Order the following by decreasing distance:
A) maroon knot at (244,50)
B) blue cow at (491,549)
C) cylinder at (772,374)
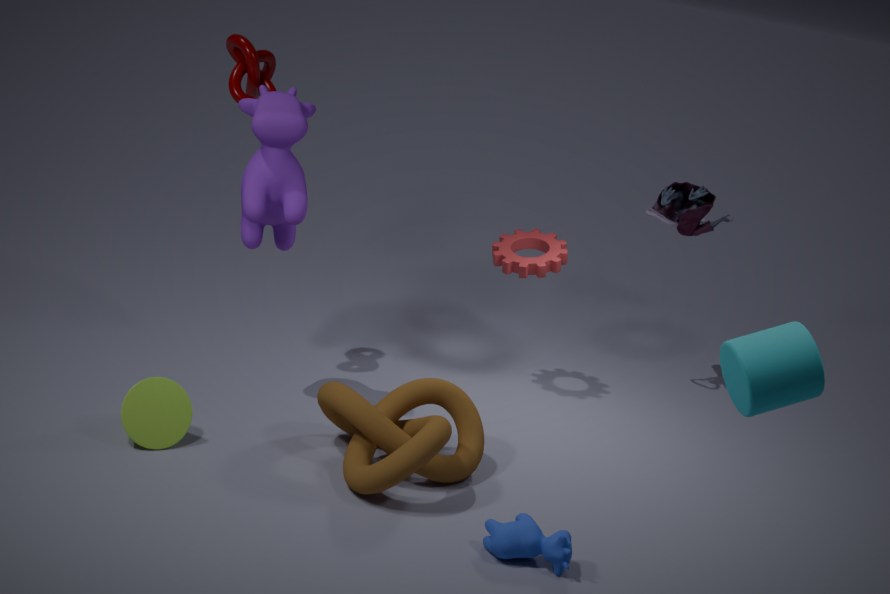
maroon knot at (244,50), blue cow at (491,549), cylinder at (772,374)
